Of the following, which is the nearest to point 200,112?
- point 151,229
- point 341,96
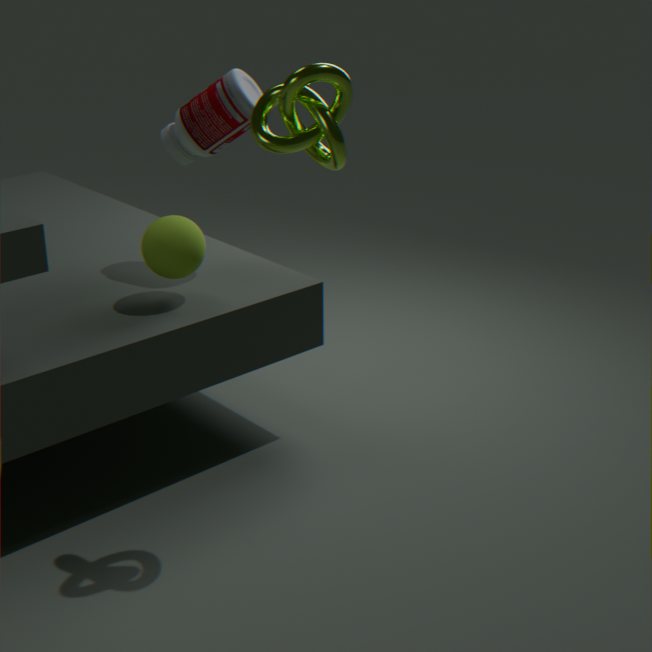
point 151,229
